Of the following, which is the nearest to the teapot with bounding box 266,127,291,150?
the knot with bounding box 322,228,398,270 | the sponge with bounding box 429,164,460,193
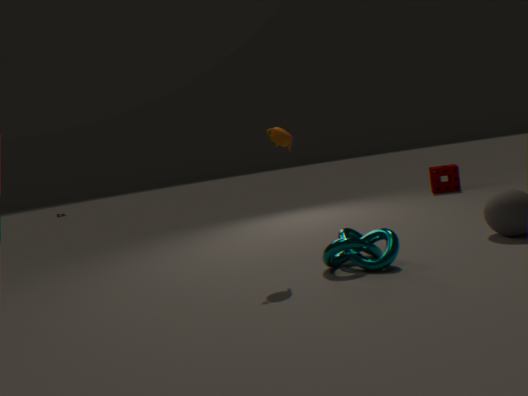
the knot with bounding box 322,228,398,270
